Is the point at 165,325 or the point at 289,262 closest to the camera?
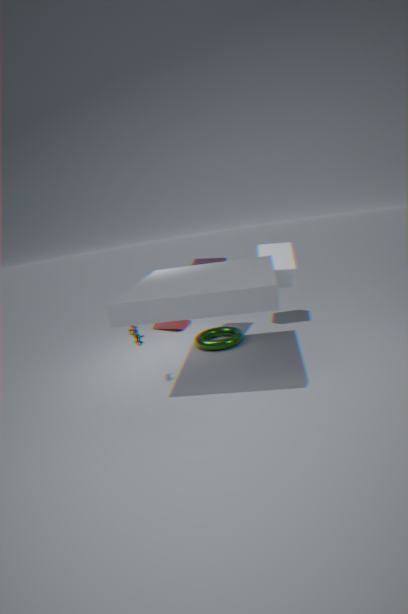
the point at 289,262
